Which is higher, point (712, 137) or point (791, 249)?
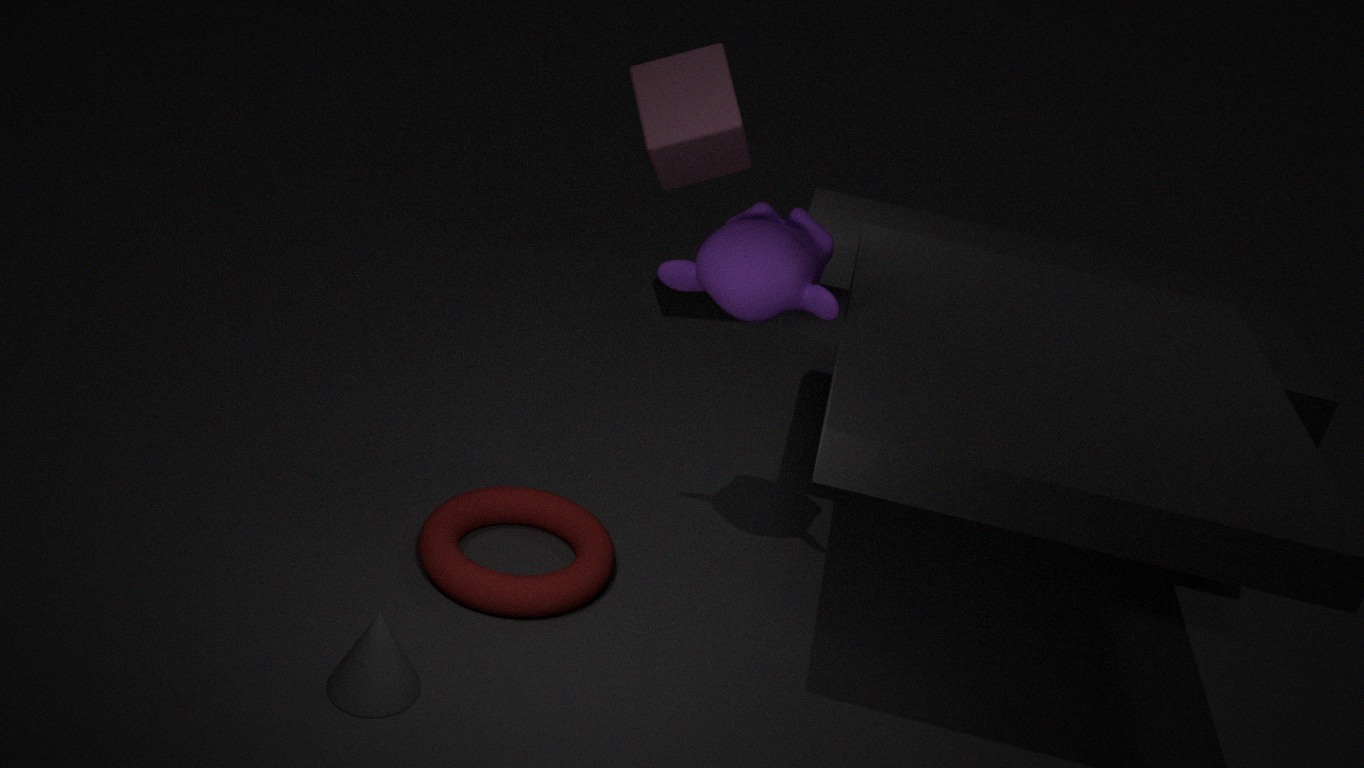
point (791, 249)
